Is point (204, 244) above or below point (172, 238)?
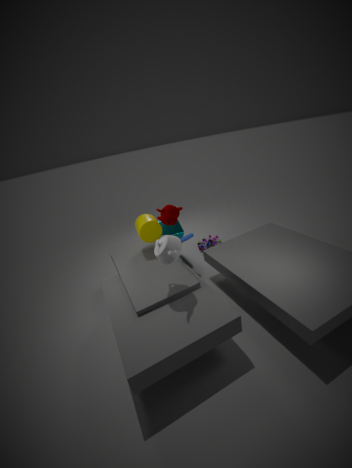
below
